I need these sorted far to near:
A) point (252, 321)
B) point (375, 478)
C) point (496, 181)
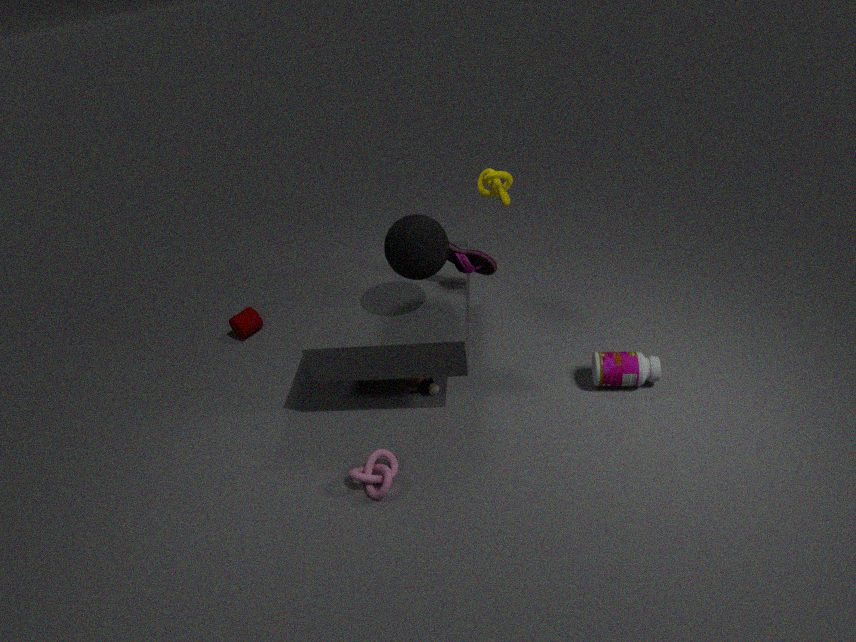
1. point (252, 321)
2. point (496, 181)
3. point (375, 478)
